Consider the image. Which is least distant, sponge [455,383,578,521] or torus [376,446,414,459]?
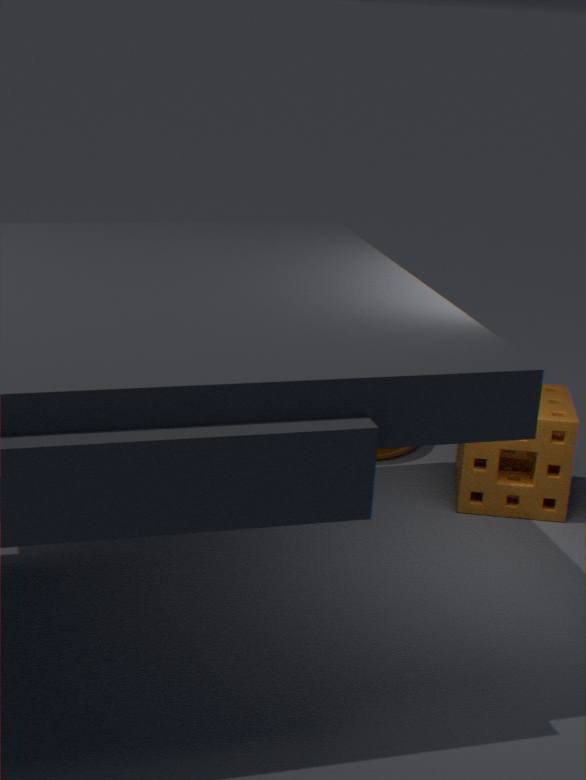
sponge [455,383,578,521]
